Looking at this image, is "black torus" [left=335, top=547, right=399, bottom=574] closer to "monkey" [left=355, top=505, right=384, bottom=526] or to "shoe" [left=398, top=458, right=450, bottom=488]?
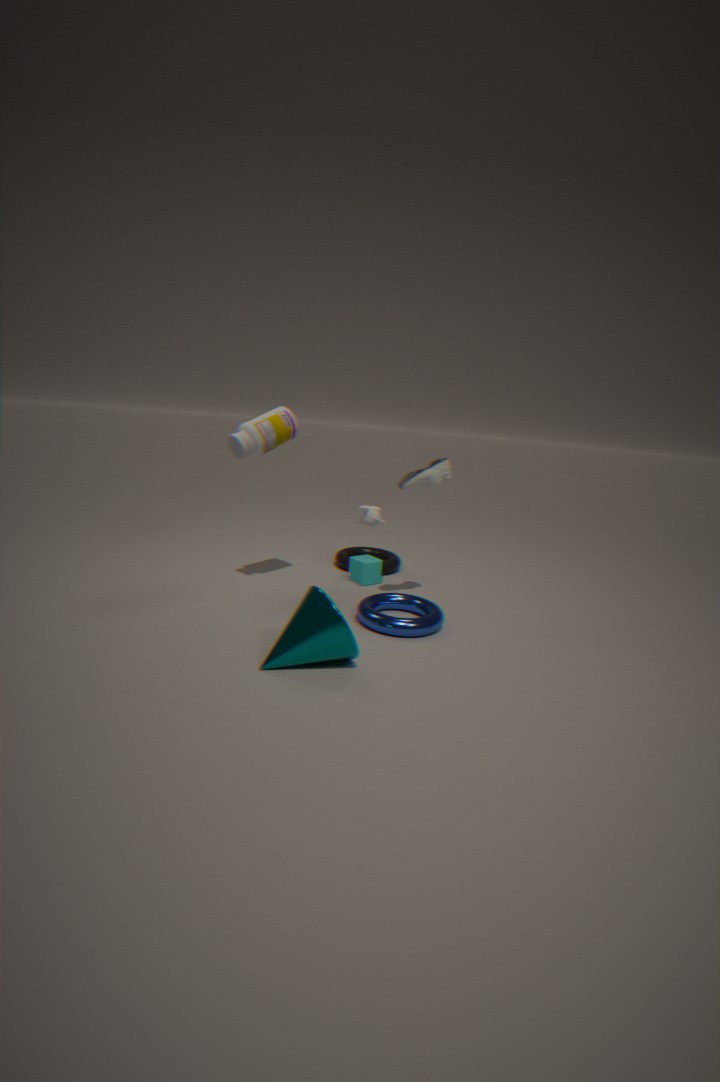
"monkey" [left=355, top=505, right=384, bottom=526]
